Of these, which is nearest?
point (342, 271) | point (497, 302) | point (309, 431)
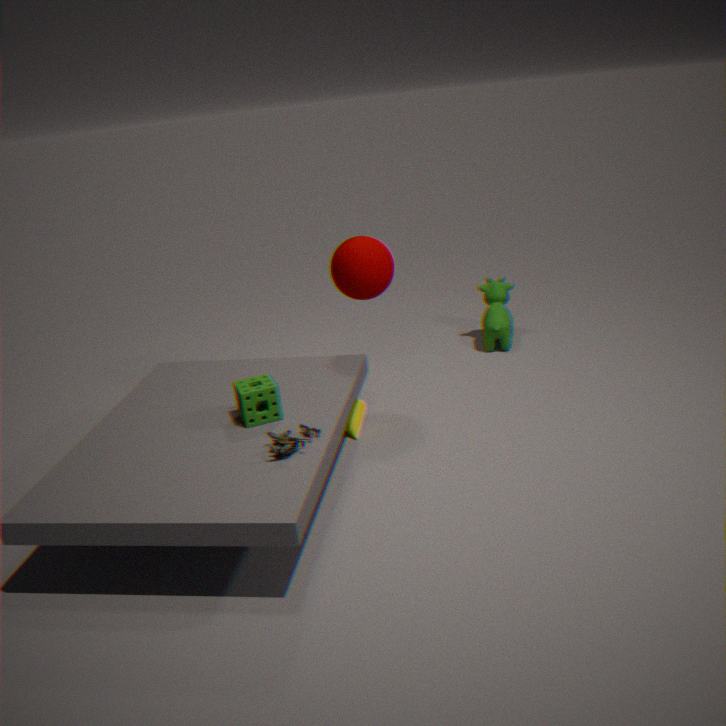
point (309, 431)
